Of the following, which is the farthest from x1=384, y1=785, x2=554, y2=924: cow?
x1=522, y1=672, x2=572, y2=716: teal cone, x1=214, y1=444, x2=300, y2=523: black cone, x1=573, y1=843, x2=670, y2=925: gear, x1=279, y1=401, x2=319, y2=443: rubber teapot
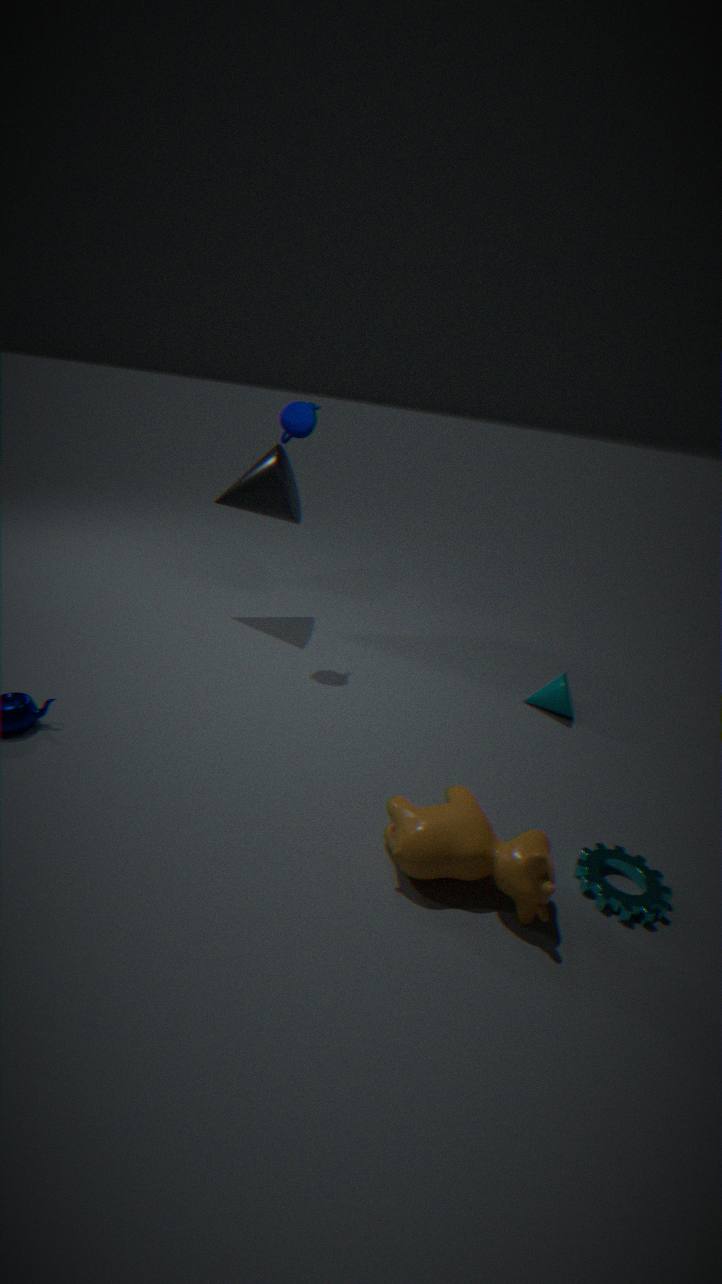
x1=214, y1=444, x2=300, y2=523: black cone
